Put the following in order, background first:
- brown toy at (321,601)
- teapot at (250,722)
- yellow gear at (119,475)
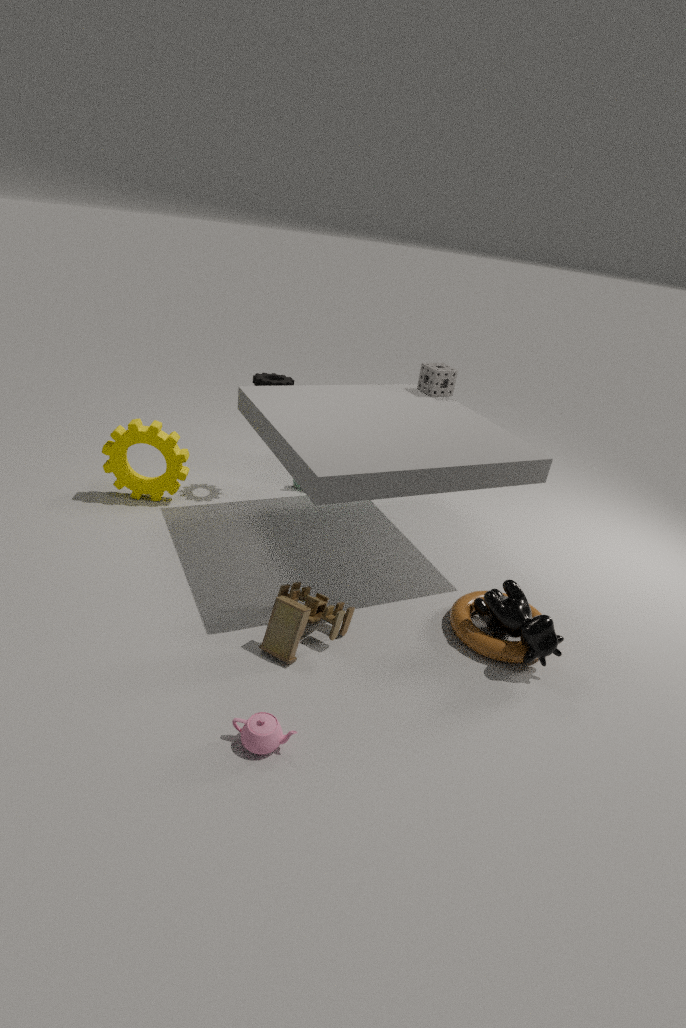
yellow gear at (119,475), brown toy at (321,601), teapot at (250,722)
